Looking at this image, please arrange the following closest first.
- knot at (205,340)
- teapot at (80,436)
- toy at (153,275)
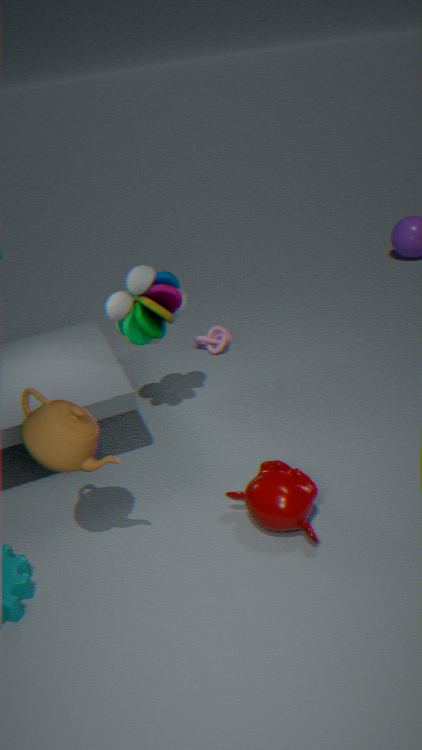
teapot at (80,436), toy at (153,275), knot at (205,340)
